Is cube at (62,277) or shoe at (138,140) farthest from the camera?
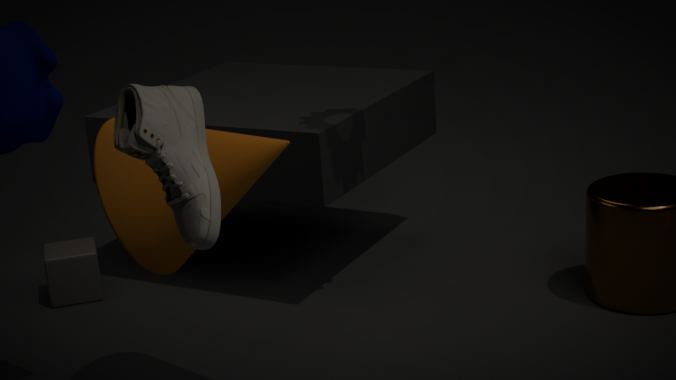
cube at (62,277)
